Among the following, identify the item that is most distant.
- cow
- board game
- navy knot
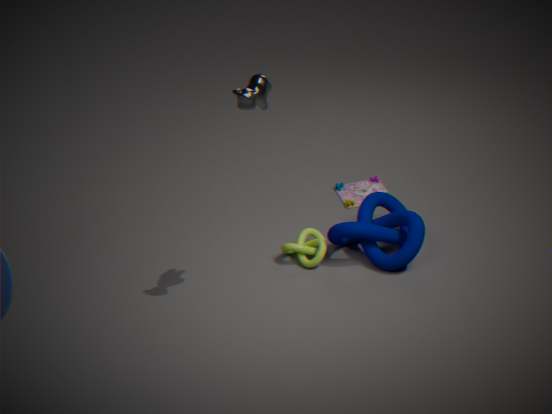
board game
